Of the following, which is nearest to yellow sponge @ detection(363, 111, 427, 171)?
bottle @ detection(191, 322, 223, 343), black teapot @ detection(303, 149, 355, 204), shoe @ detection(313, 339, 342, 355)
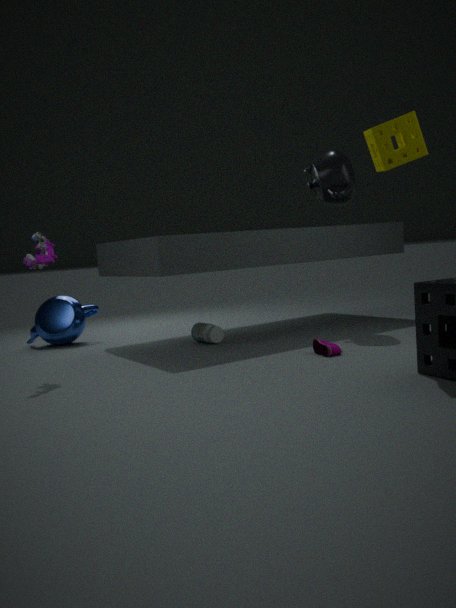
black teapot @ detection(303, 149, 355, 204)
